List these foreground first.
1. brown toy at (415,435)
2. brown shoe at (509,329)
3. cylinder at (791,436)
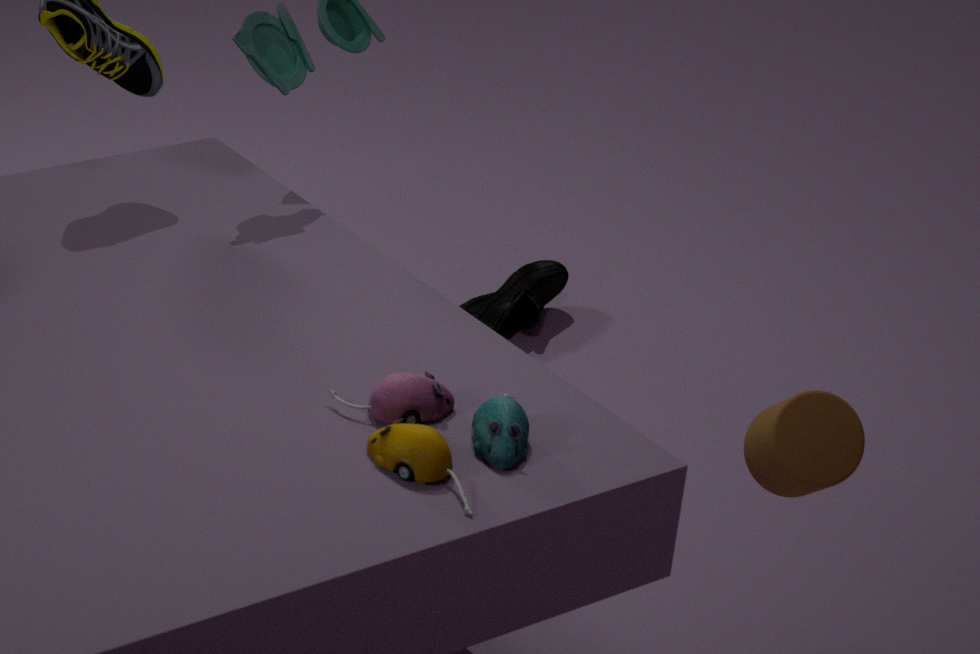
brown toy at (415,435)
cylinder at (791,436)
brown shoe at (509,329)
